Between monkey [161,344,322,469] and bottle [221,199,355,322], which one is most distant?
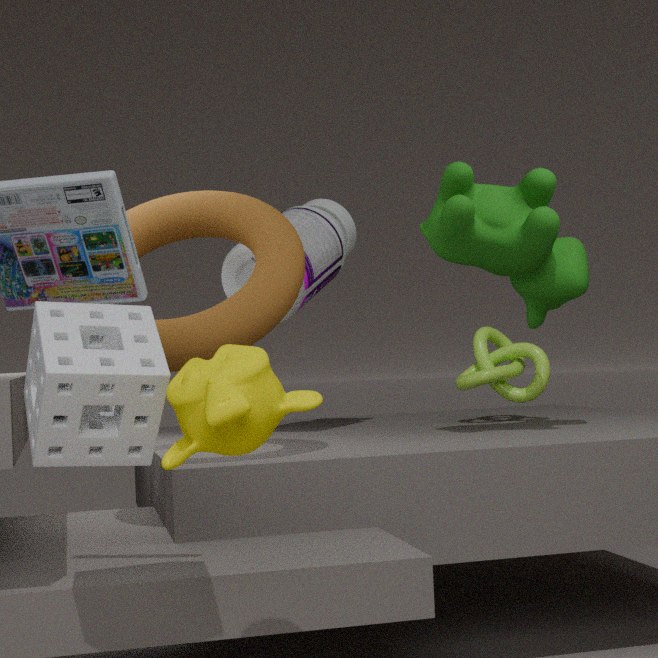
bottle [221,199,355,322]
